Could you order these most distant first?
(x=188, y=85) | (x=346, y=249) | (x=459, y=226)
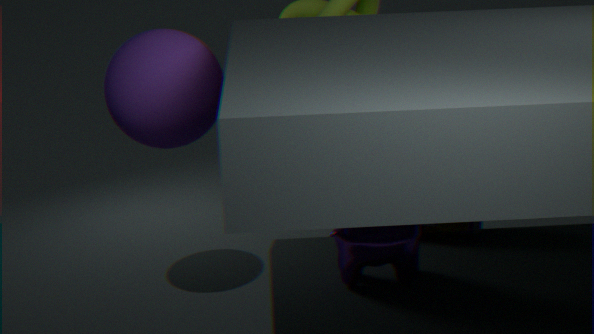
1. (x=459, y=226)
2. (x=346, y=249)
3. (x=188, y=85)
